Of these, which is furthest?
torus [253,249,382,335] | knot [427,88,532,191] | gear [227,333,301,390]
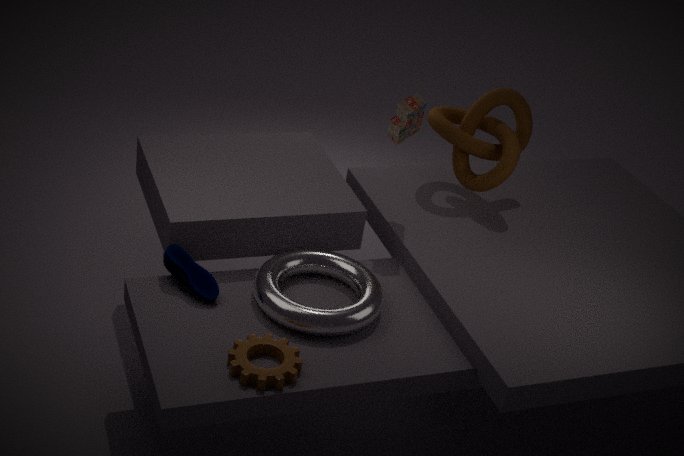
knot [427,88,532,191]
